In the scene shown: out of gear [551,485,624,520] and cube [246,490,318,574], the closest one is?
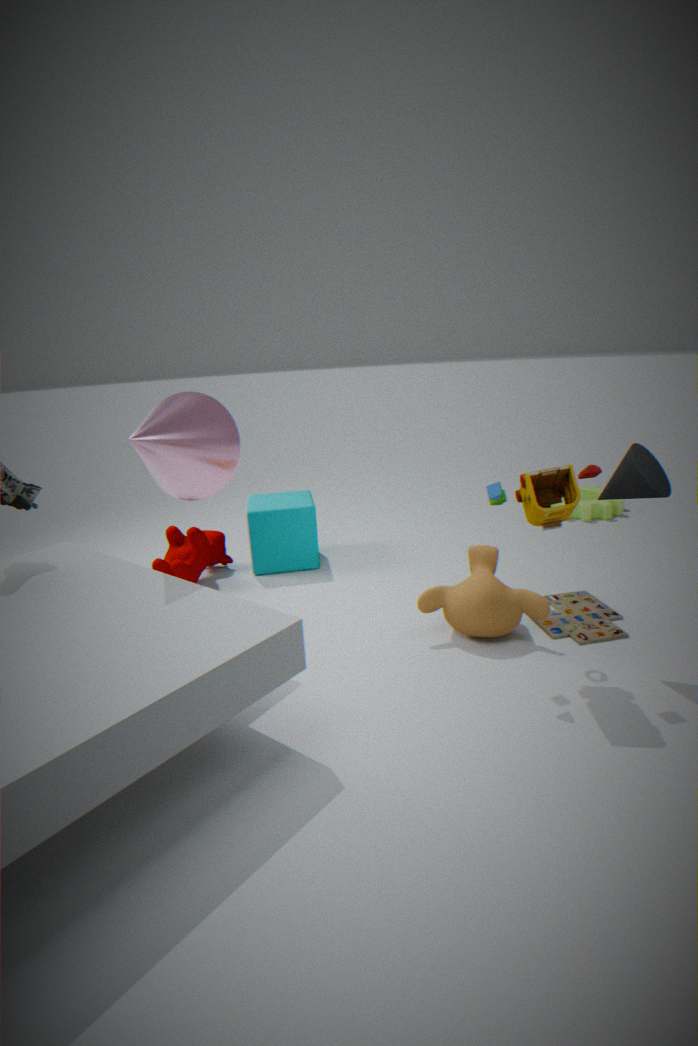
cube [246,490,318,574]
